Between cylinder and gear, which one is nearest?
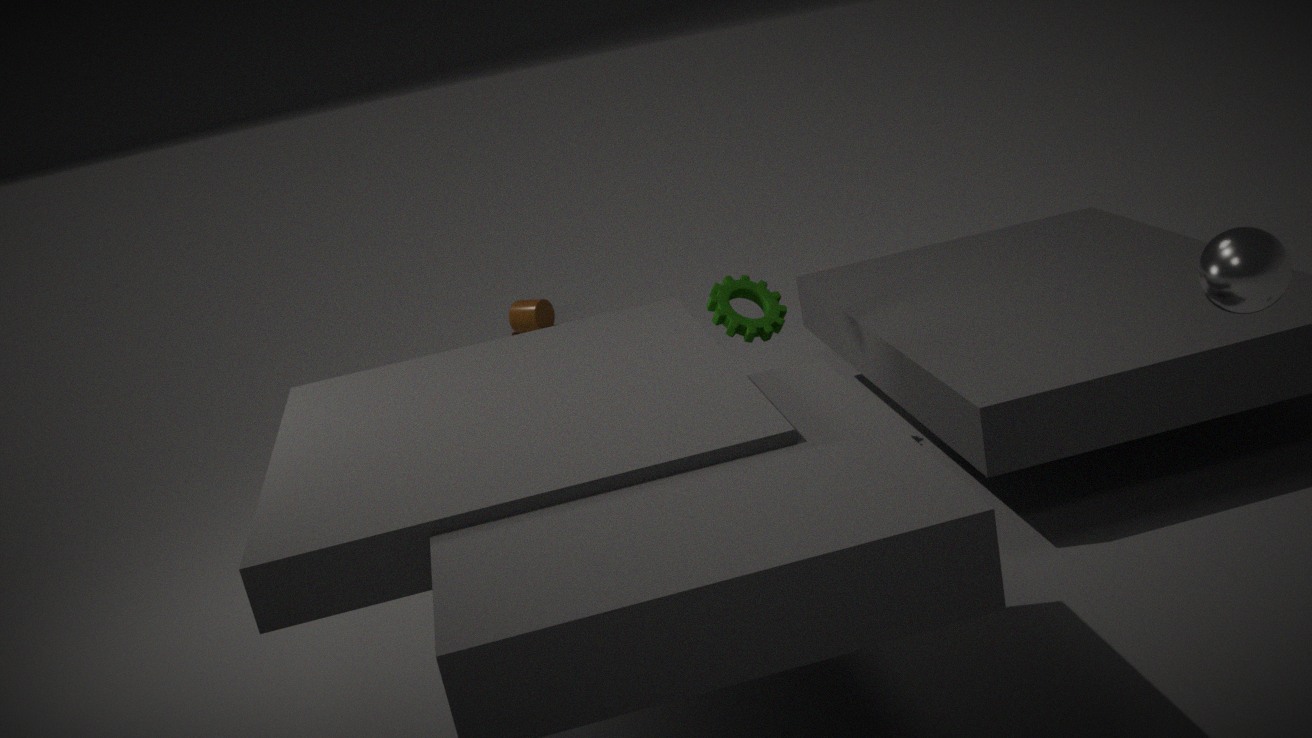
gear
